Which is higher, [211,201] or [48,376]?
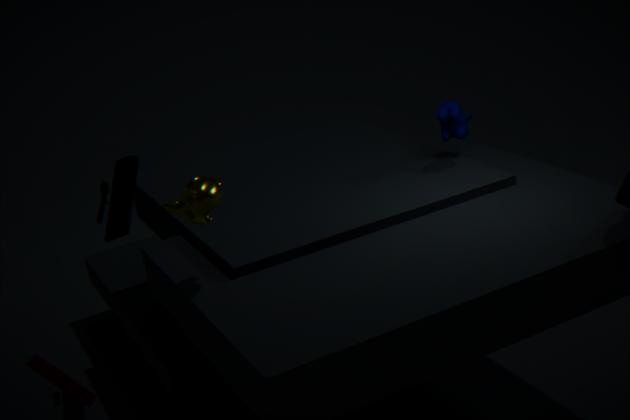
[211,201]
